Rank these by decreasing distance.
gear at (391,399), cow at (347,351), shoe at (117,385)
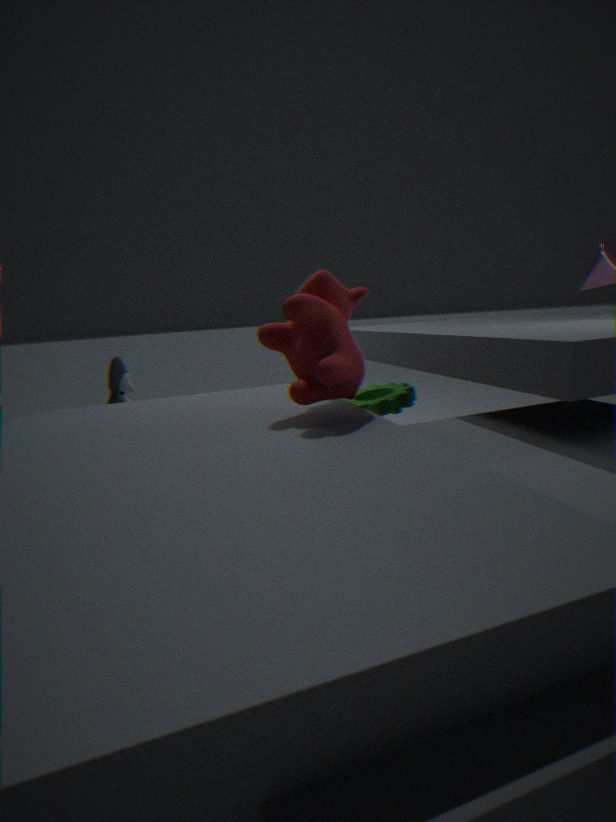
gear at (391,399), shoe at (117,385), cow at (347,351)
